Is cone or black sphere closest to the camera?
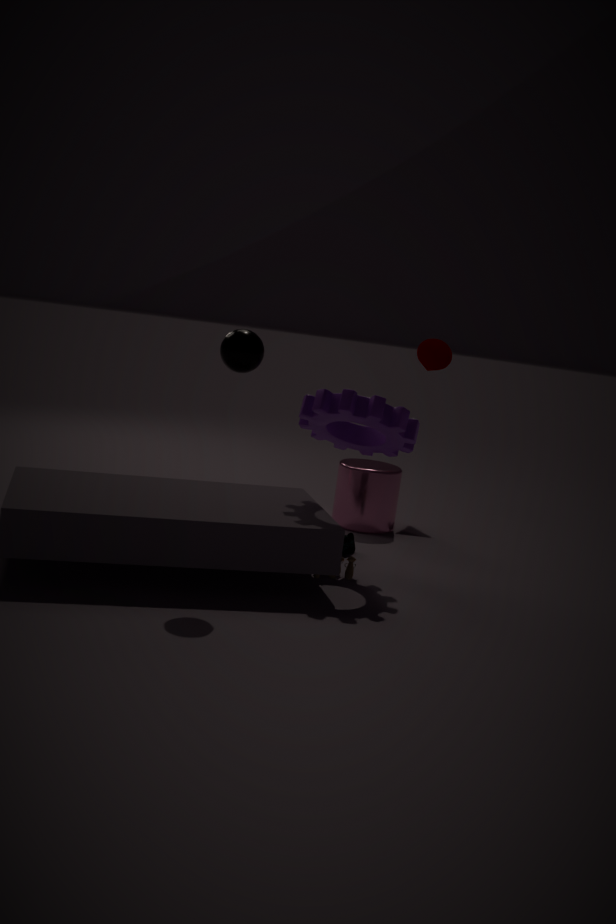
black sphere
